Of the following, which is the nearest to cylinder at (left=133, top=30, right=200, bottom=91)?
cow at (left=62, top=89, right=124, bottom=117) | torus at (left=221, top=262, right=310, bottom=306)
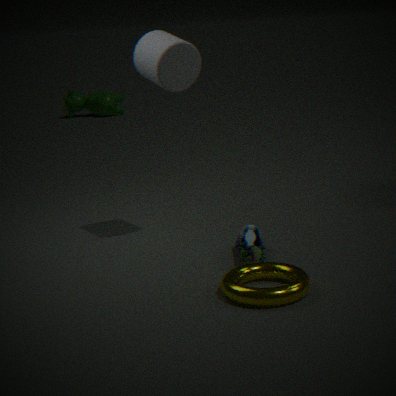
torus at (left=221, top=262, right=310, bottom=306)
